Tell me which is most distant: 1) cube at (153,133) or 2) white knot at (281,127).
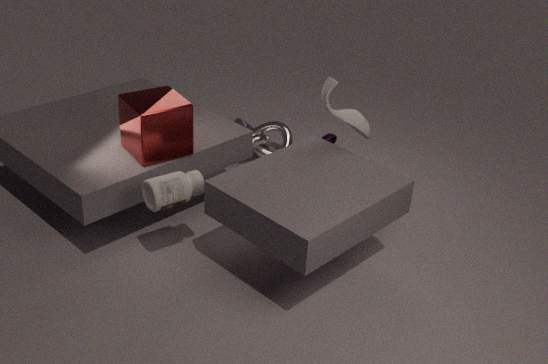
2. white knot at (281,127)
